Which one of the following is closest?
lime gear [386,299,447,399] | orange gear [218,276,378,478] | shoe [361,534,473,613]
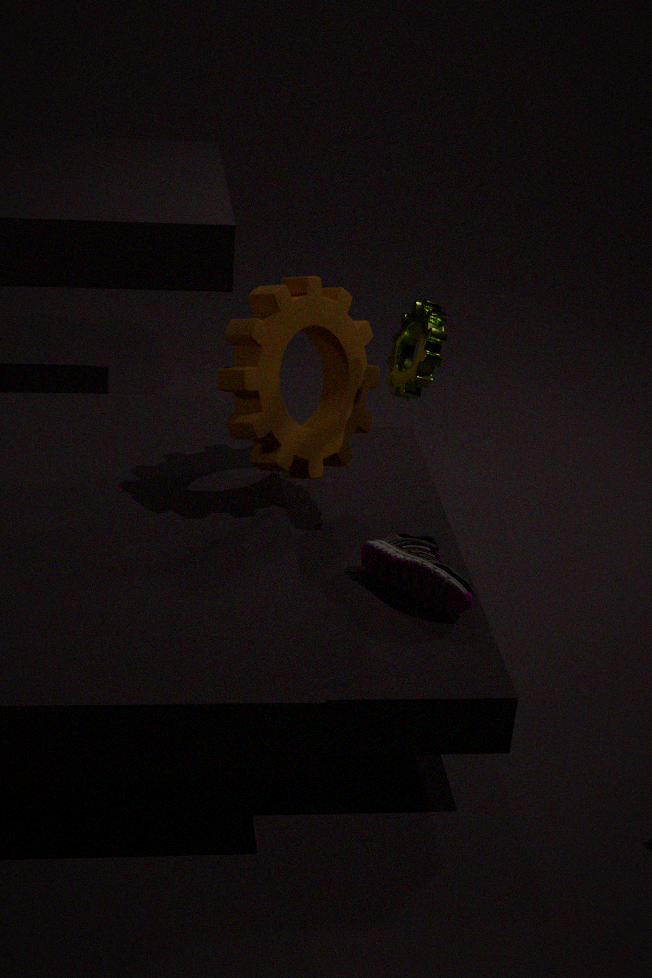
shoe [361,534,473,613]
